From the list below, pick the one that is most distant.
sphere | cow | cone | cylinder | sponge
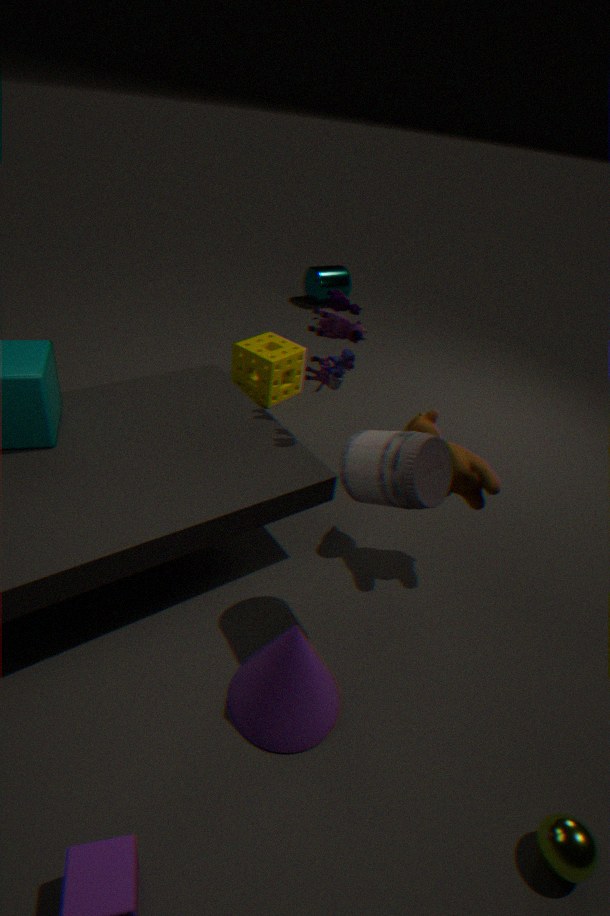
cylinder
